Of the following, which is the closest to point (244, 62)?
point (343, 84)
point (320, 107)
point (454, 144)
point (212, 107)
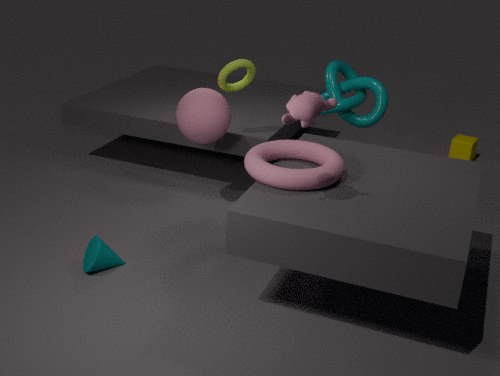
point (212, 107)
